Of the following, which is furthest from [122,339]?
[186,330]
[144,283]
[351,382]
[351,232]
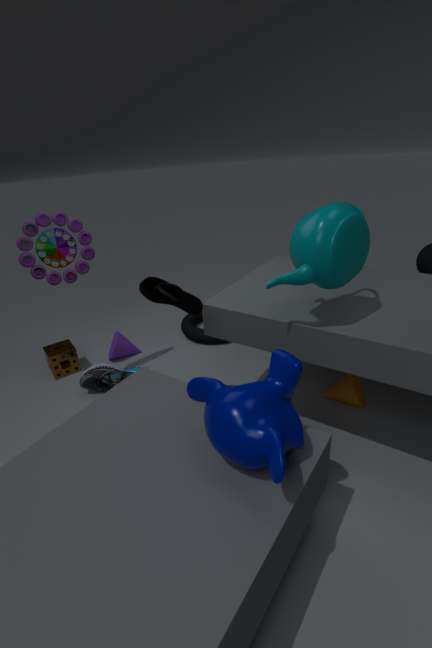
[351,232]
